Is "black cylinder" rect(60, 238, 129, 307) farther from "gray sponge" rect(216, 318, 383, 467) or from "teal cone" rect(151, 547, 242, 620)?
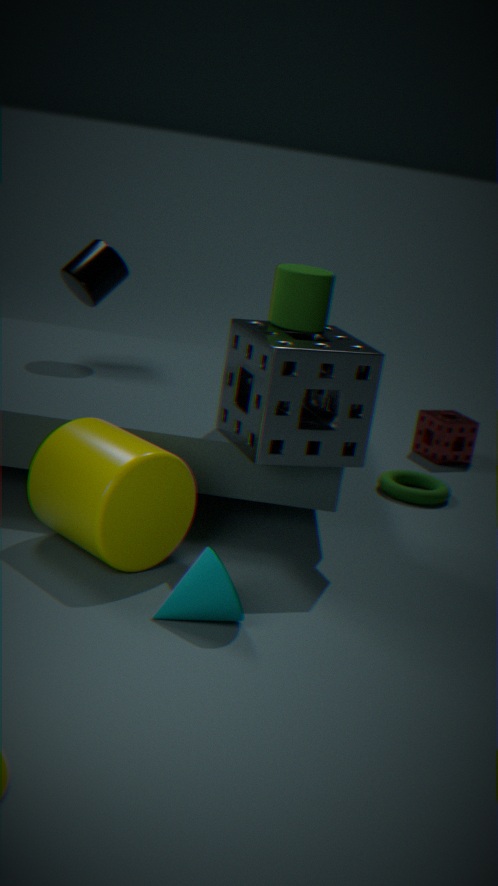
"teal cone" rect(151, 547, 242, 620)
